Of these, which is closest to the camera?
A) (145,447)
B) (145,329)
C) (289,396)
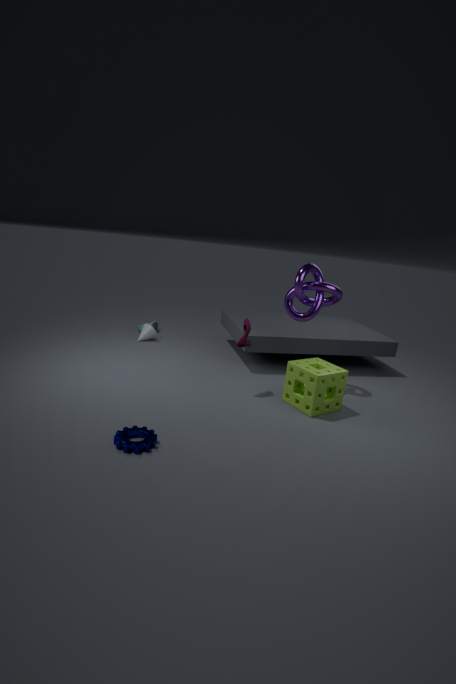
(145,447)
